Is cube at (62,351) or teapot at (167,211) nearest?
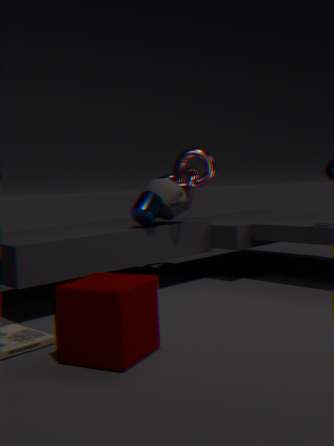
cube at (62,351)
